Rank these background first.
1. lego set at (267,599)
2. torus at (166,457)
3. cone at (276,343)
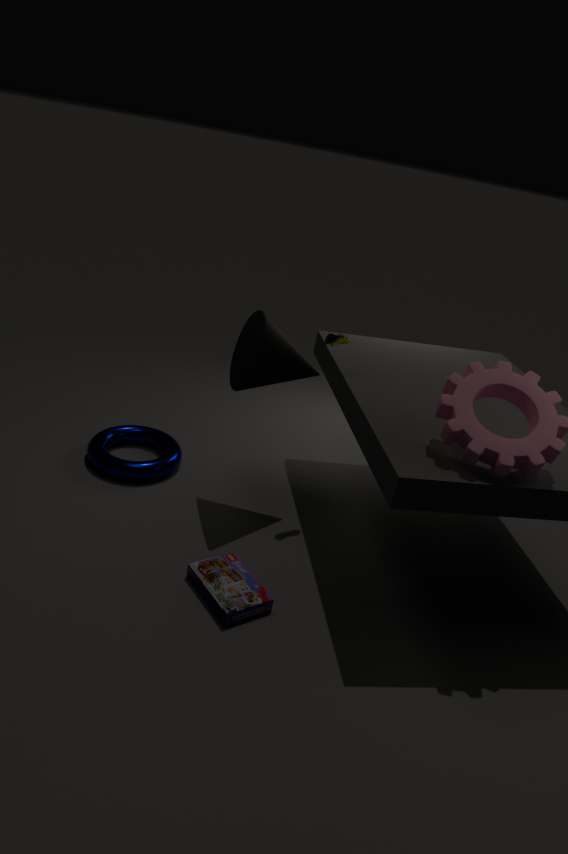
torus at (166,457)
cone at (276,343)
lego set at (267,599)
